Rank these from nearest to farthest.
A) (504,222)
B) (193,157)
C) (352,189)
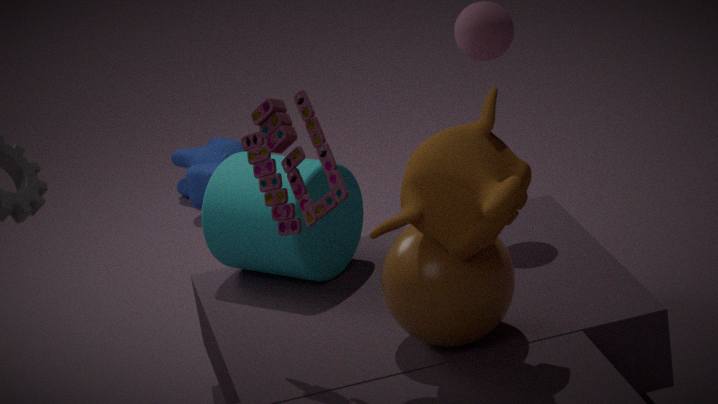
(504,222) < (352,189) < (193,157)
